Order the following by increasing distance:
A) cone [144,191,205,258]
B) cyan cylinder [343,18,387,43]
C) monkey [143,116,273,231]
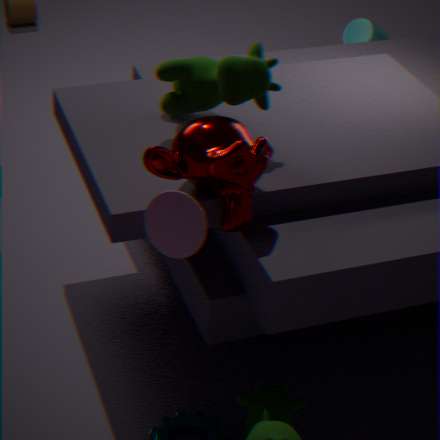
cone [144,191,205,258] → monkey [143,116,273,231] → cyan cylinder [343,18,387,43]
